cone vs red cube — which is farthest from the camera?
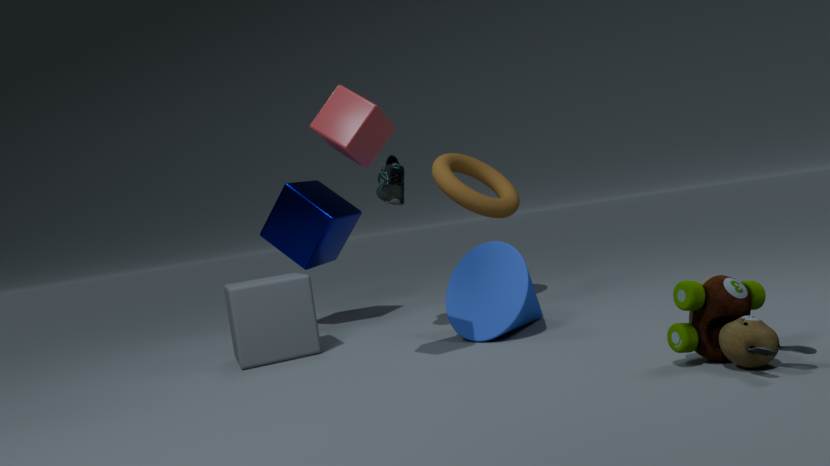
cone
